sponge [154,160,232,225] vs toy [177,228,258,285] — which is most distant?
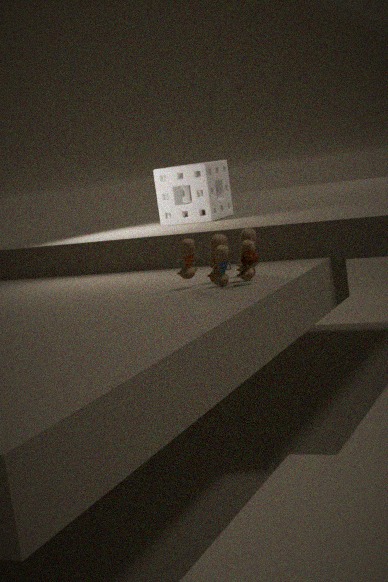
sponge [154,160,232,225]
